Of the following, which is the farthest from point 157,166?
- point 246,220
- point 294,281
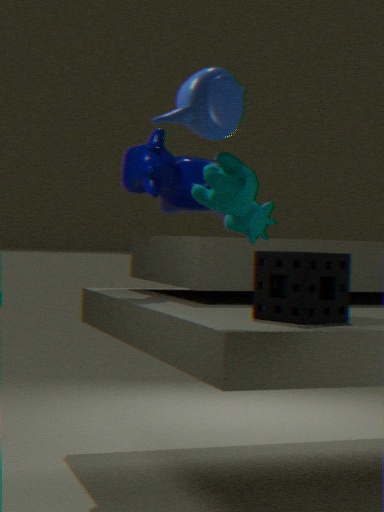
point 246,220
